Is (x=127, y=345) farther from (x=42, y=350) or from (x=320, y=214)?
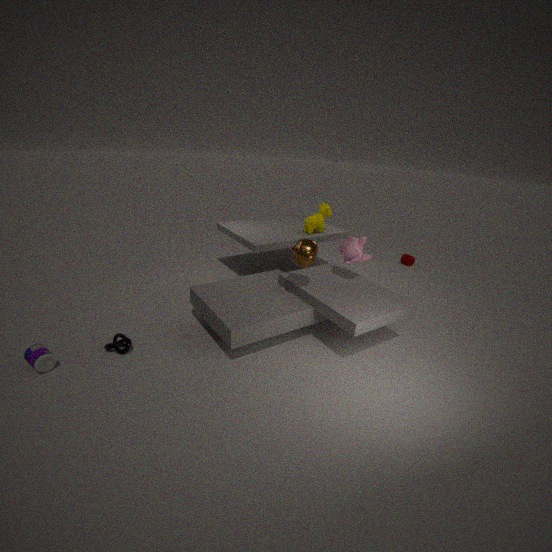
(x=320, y=214)
